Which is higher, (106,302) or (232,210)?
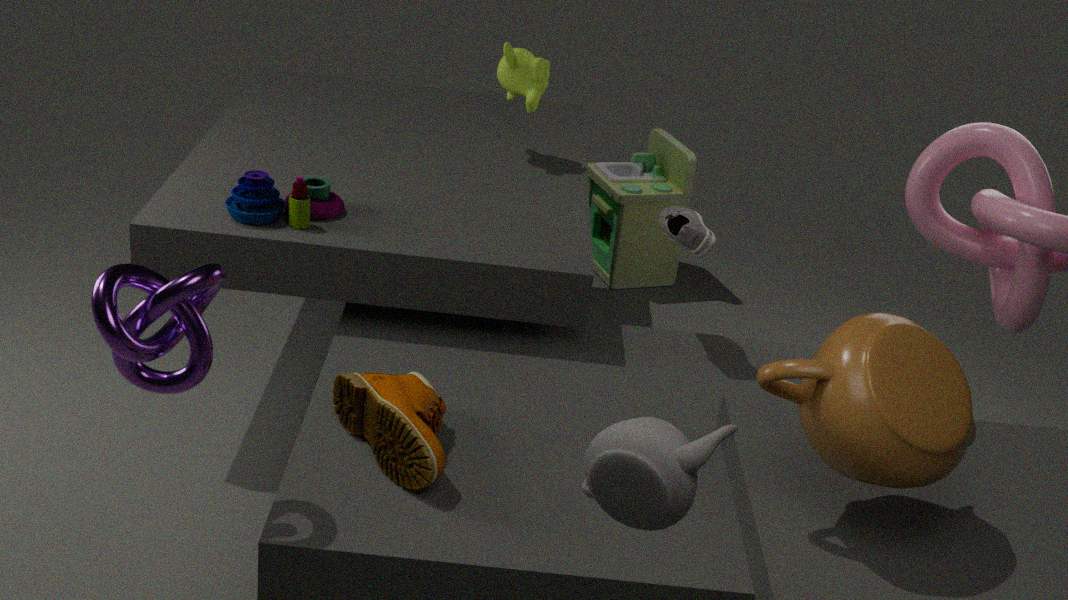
(106,302)
